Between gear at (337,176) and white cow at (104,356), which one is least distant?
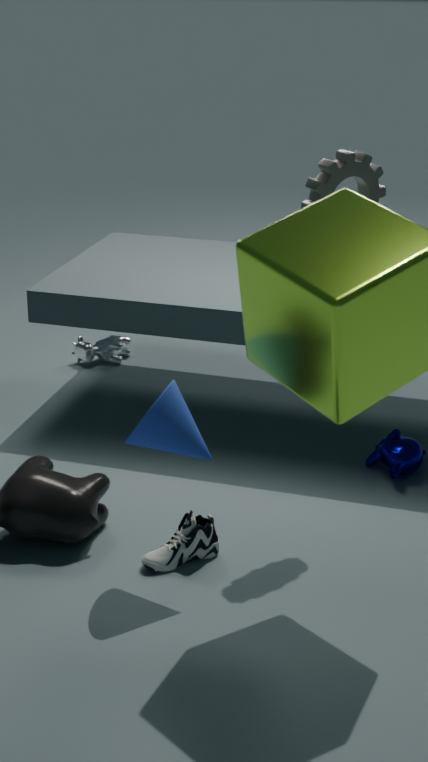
gear at (337,176)
